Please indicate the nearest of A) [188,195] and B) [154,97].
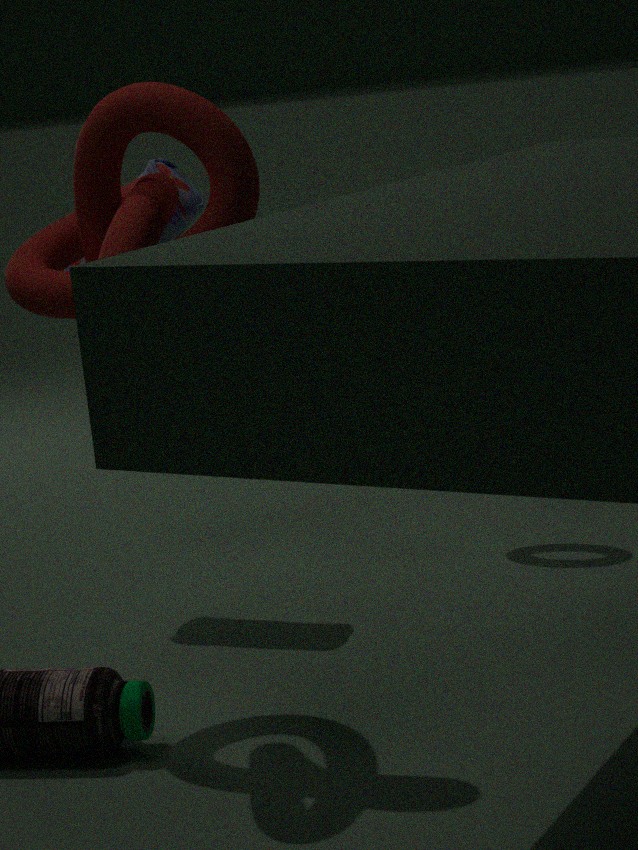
B. [154,97]
